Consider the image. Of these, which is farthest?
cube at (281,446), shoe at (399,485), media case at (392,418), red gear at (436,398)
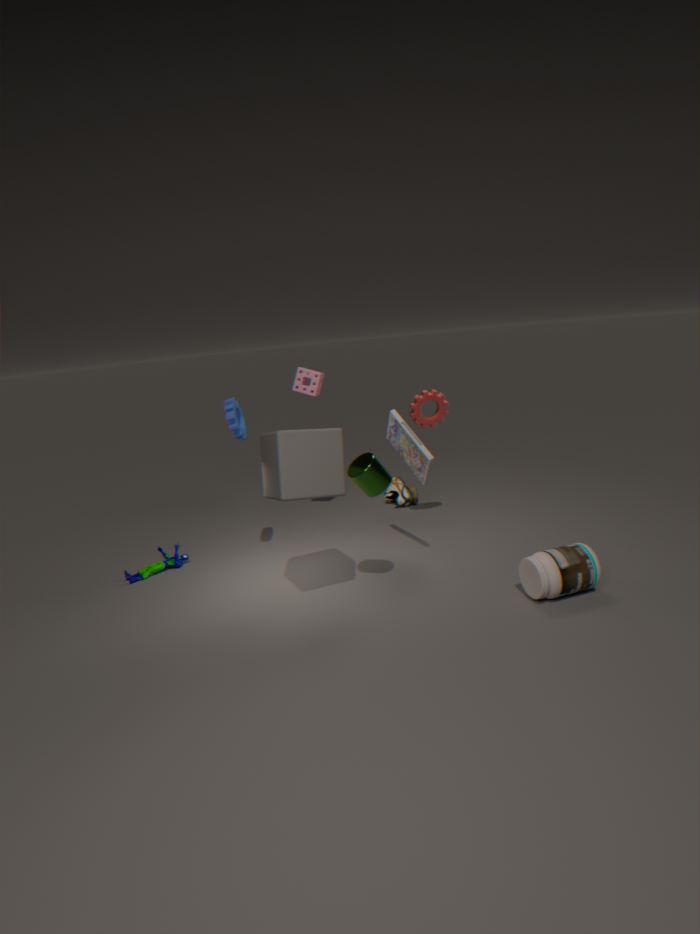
shoe at (399,485)
